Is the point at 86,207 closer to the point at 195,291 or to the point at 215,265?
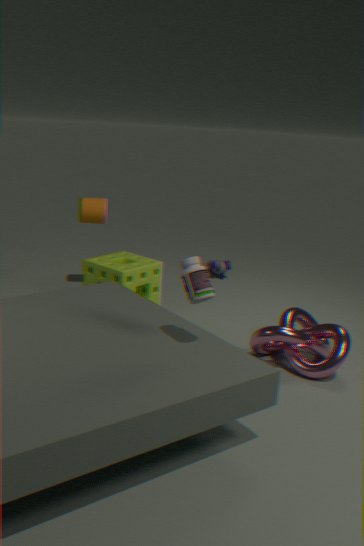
the point at 215,265
